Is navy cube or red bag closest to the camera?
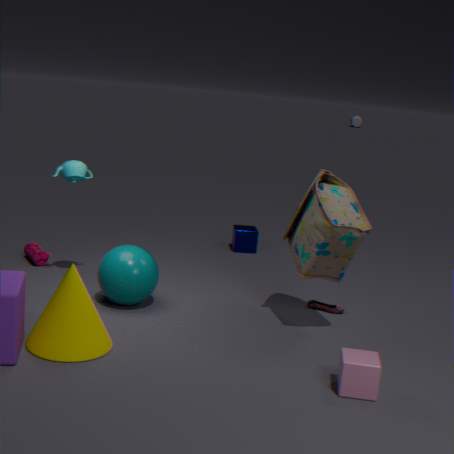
red bag
